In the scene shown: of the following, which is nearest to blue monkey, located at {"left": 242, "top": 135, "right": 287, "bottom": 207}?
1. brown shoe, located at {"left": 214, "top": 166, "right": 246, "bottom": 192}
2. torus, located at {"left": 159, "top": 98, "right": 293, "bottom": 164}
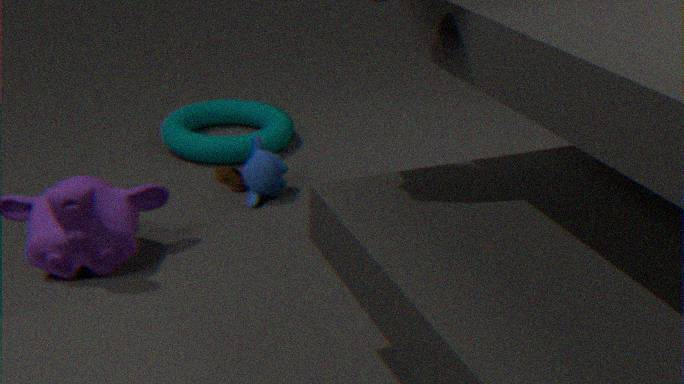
brown shoe, located at {"left": 214, "top": 166, "right": 246, "bottom": 192}
